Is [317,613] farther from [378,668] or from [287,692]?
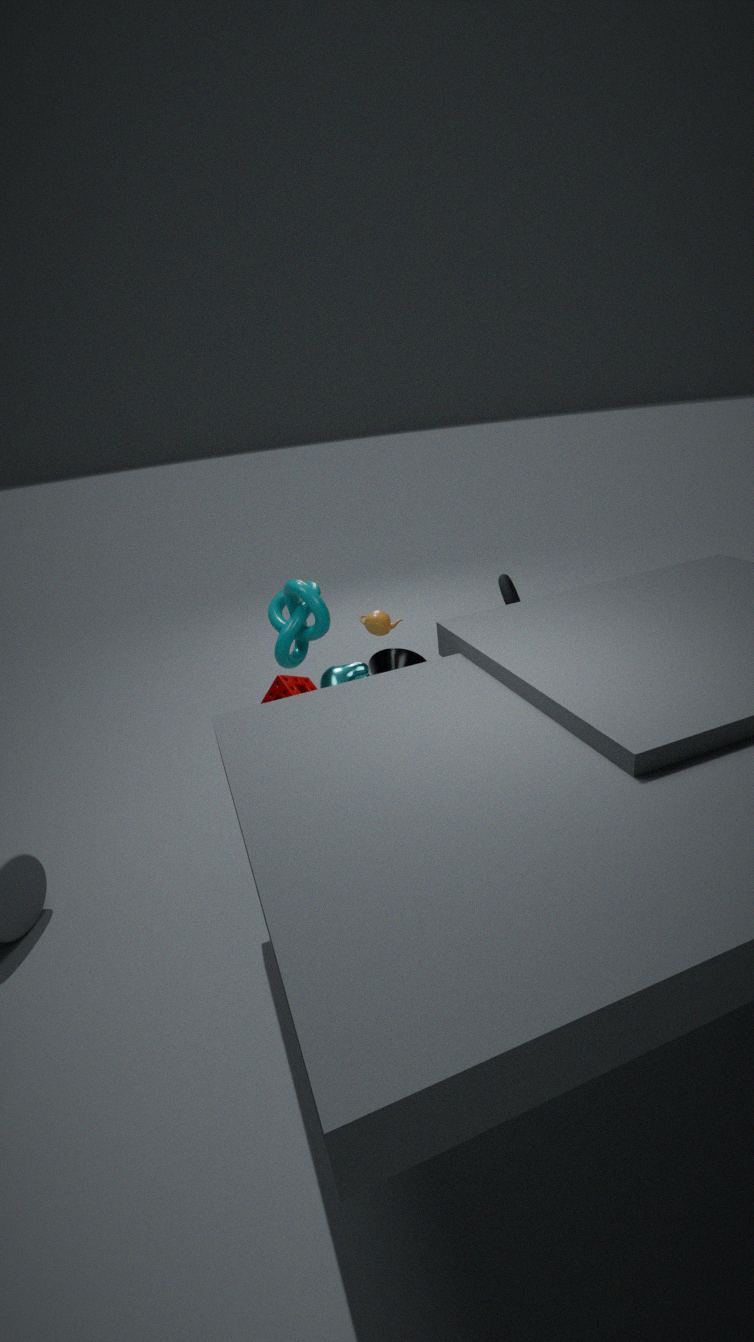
[378,668]
